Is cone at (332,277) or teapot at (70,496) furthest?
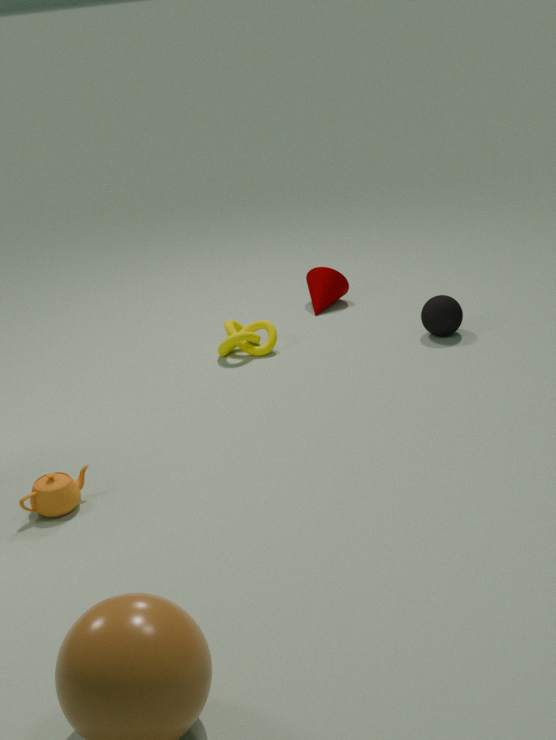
cone at (332,277)
